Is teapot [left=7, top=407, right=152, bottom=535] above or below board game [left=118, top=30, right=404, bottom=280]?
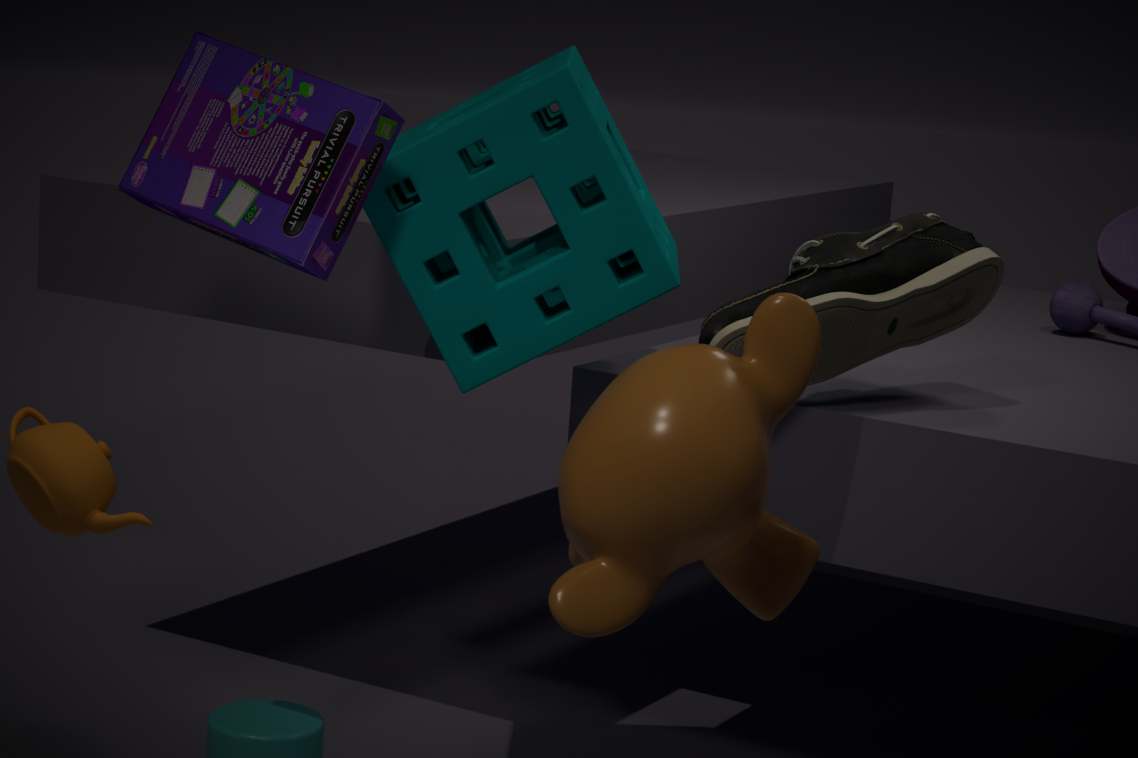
below
